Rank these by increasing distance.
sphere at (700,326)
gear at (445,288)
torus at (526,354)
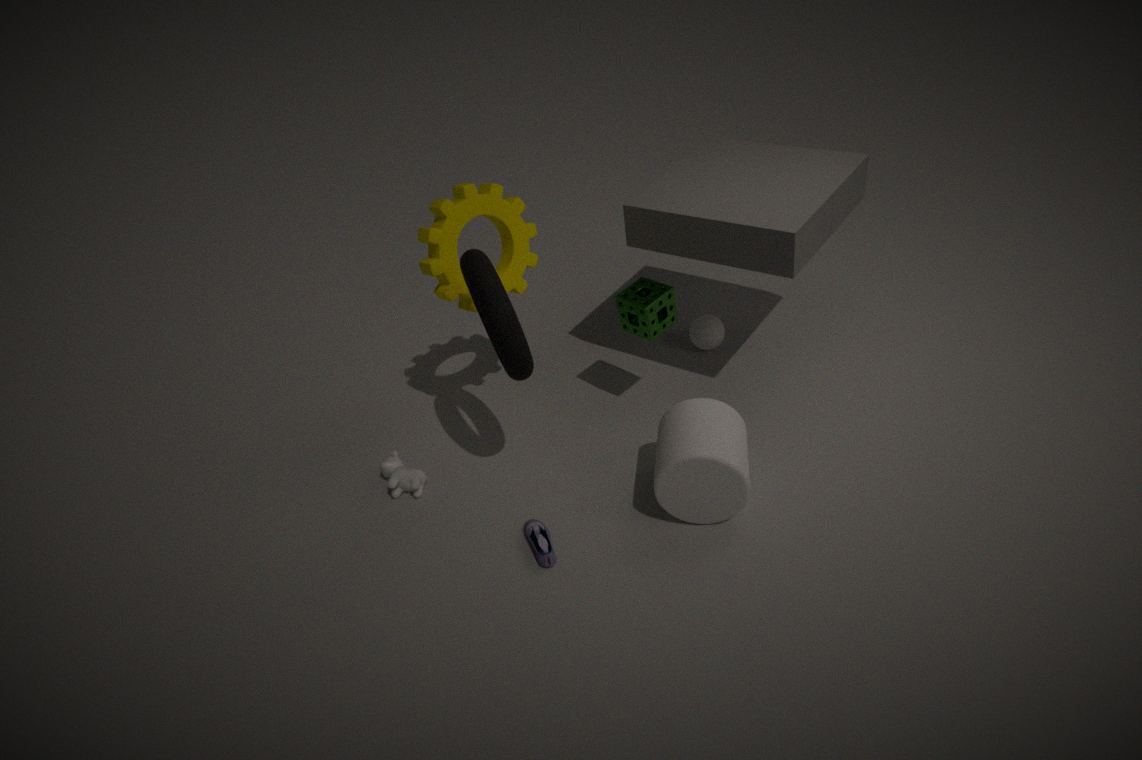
1. torus at (526,354)
2. gear at (445,288)
3. sphere at (700,326)
